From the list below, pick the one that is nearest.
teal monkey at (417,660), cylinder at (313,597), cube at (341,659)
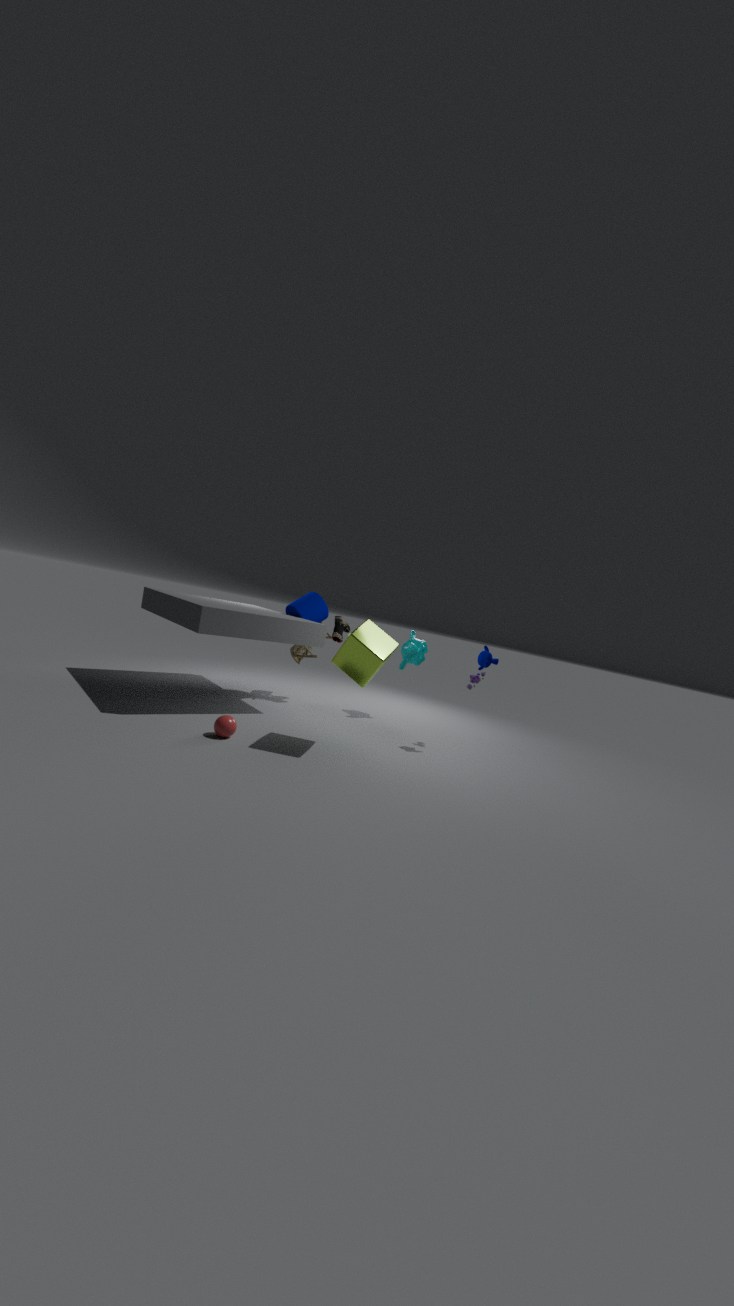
cube at (341,659)
